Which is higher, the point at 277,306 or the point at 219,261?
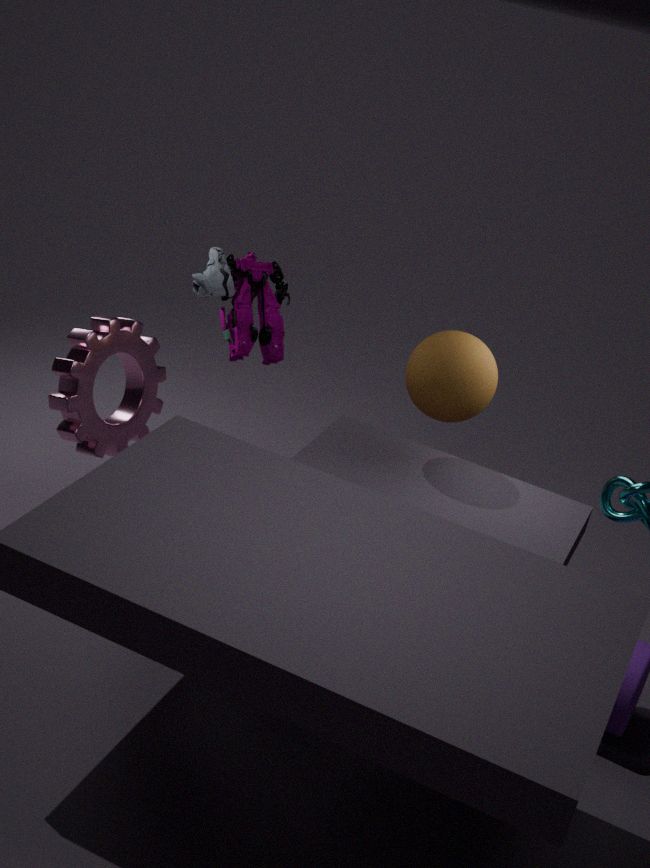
the point at 219,261
